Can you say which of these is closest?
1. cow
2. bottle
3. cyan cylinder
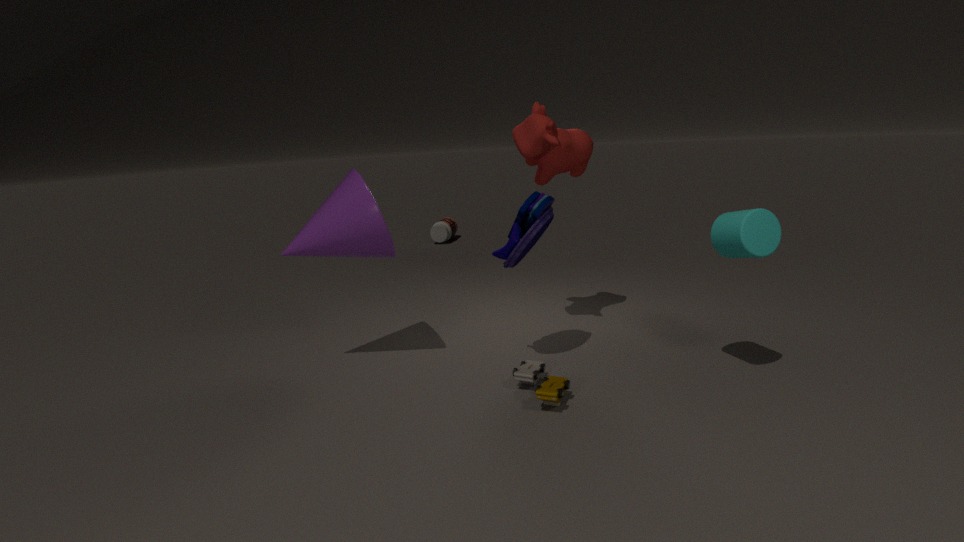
cyan cylinder
